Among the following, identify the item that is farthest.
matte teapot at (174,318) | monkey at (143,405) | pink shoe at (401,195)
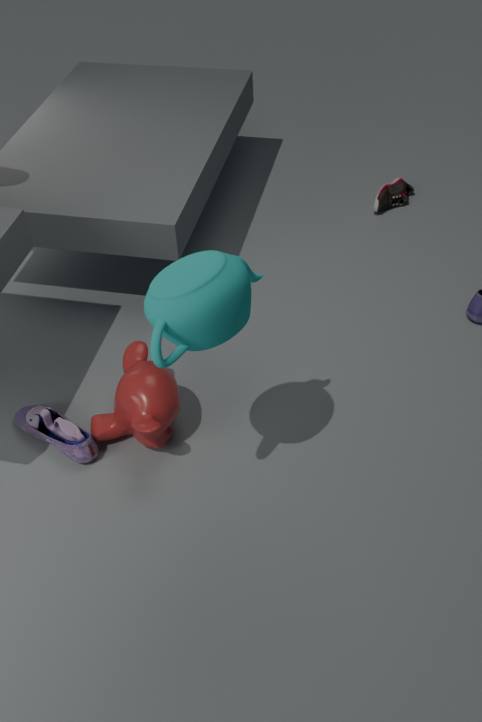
pink shoe at (401,195)
